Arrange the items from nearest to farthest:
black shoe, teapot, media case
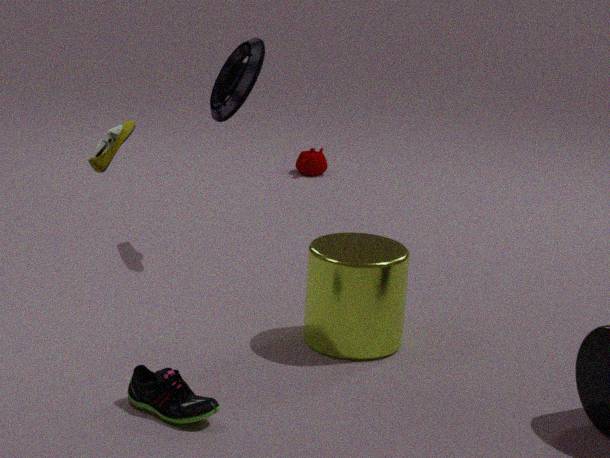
1. black shoe
2. media case
3. teapot
